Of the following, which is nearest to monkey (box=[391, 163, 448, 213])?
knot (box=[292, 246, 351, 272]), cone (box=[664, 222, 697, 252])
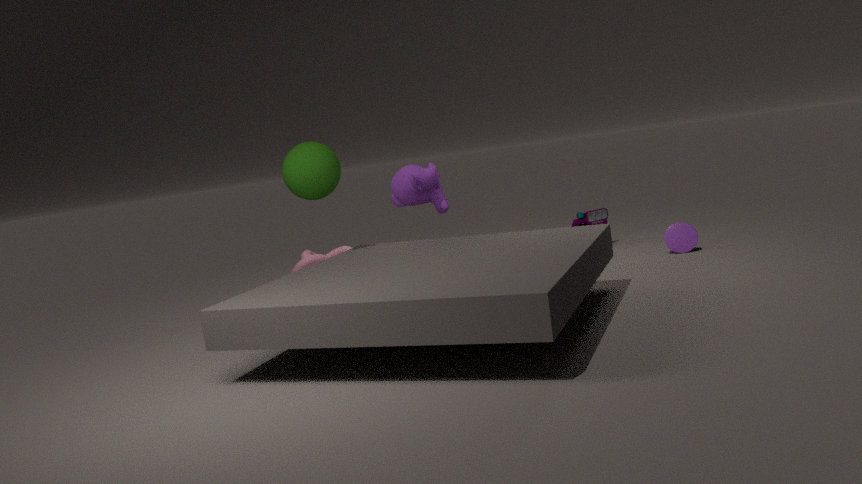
knot (box=[292, 246, 351, 272])
